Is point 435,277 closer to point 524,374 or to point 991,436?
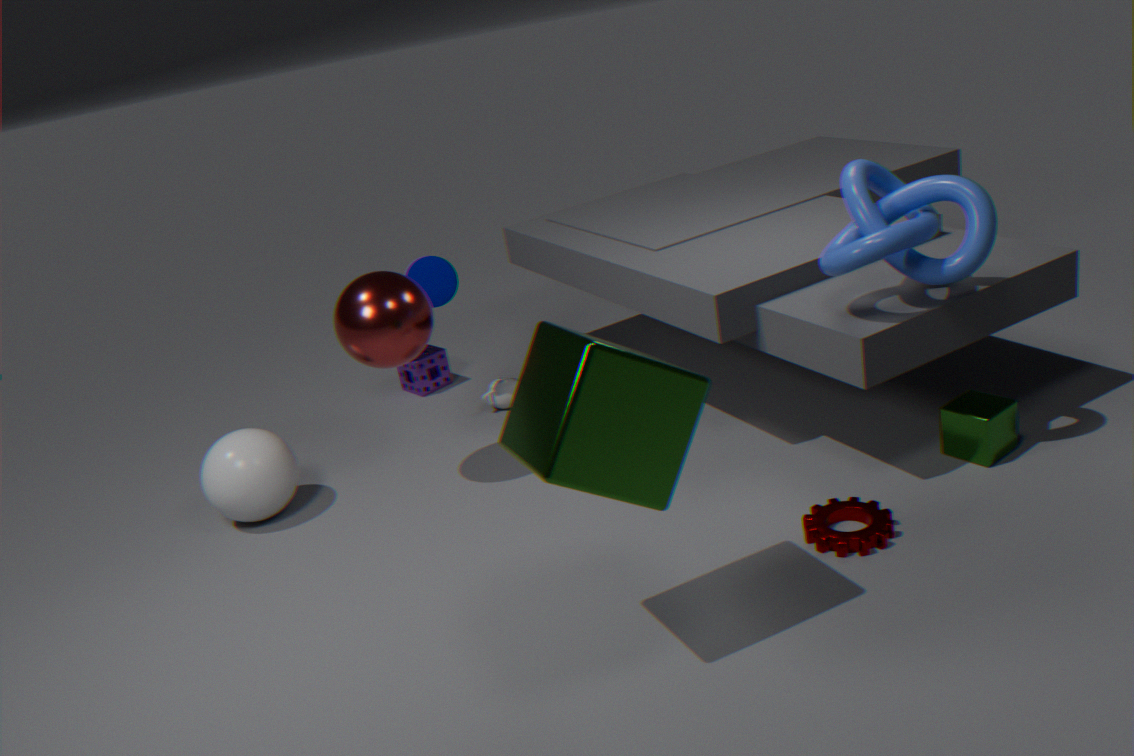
point 524,374
